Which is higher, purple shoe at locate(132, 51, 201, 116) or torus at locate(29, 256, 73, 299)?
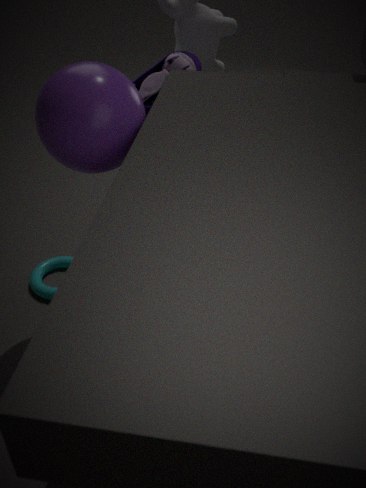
purple shoe at locate(132, 51, 201, 116)
